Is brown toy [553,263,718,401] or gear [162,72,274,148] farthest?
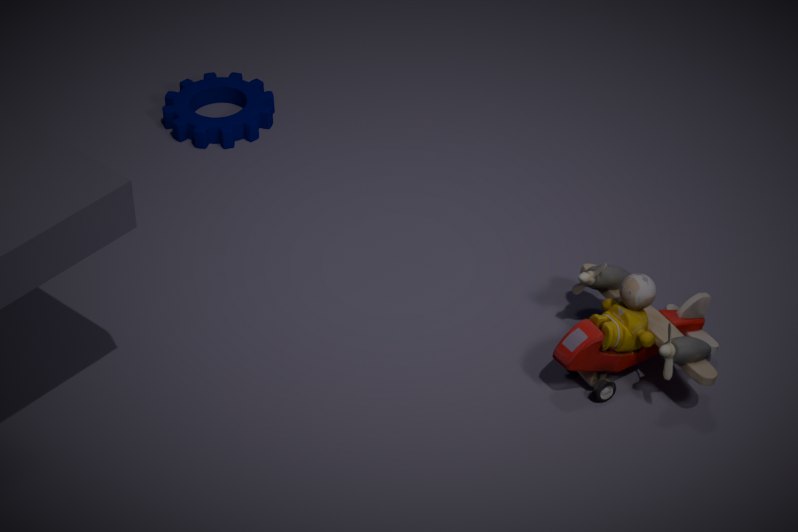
gear [162,72,274,148]
